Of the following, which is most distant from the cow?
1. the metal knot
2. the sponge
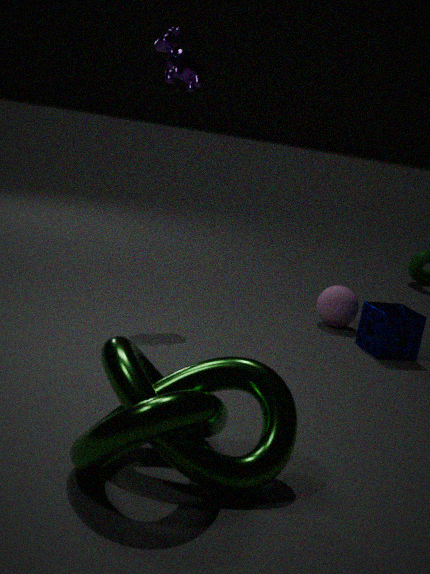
the metal knot
